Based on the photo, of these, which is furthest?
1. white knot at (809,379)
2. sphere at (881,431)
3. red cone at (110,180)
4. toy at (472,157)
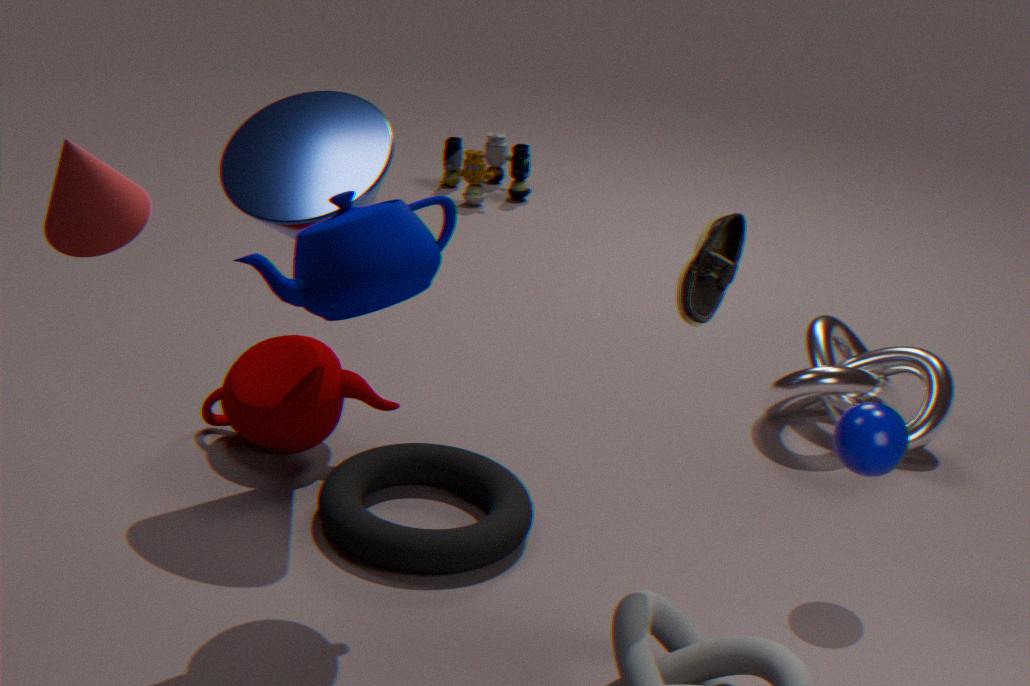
toy at (472,157)
